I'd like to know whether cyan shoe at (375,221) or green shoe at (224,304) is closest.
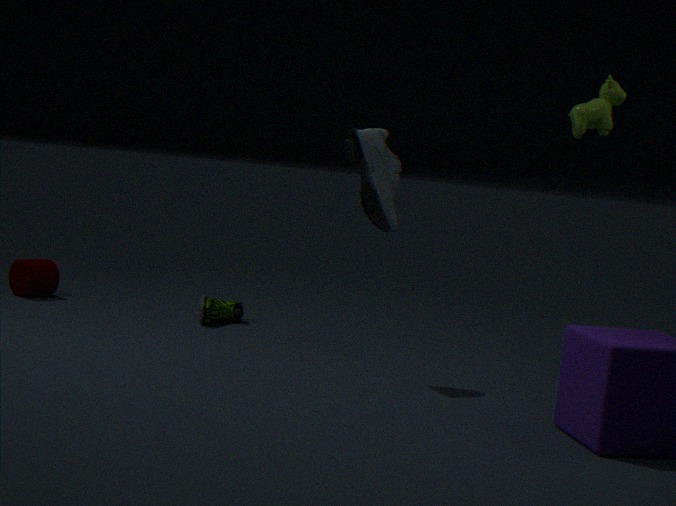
cyan shoe at (375,221)
